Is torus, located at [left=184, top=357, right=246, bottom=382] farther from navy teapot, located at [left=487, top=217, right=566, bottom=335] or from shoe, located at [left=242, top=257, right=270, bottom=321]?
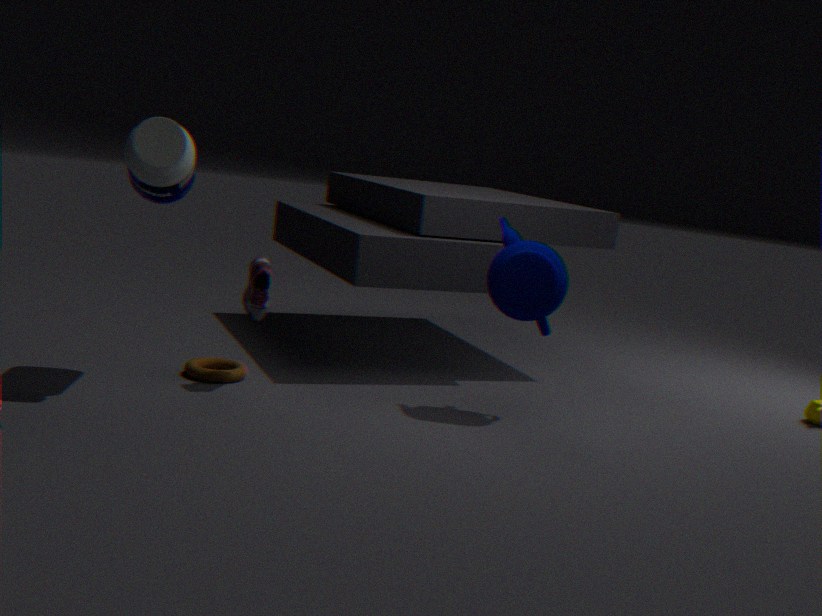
navy teapot, located at [left=487, top=217, right=566, bottom=335]
